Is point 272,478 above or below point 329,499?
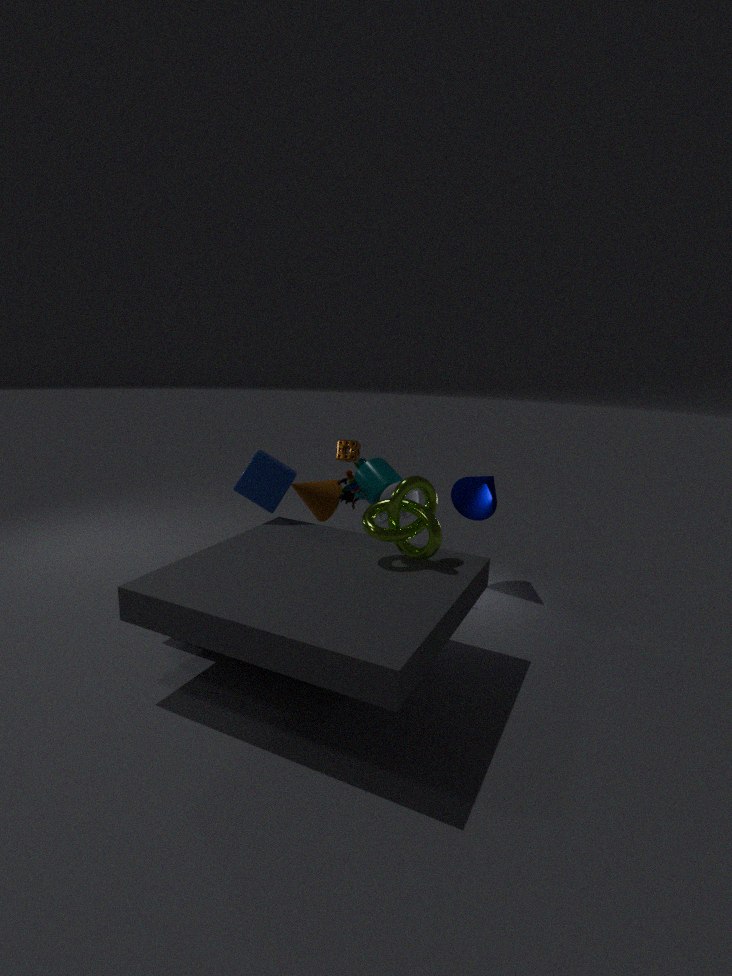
above
